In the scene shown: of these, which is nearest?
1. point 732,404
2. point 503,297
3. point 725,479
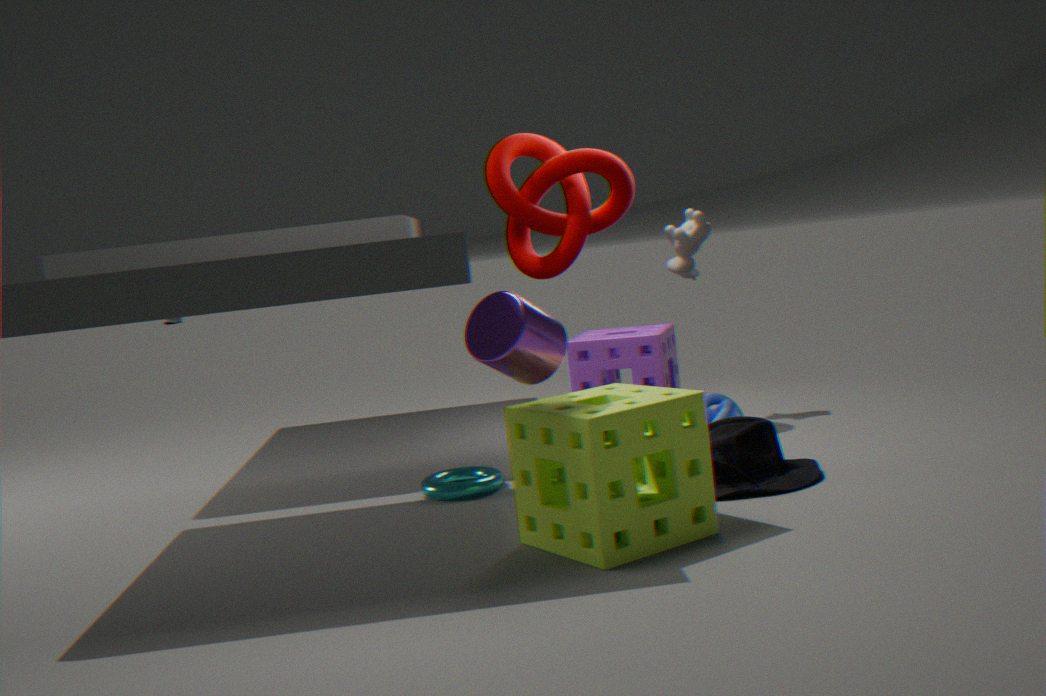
point 503,297
